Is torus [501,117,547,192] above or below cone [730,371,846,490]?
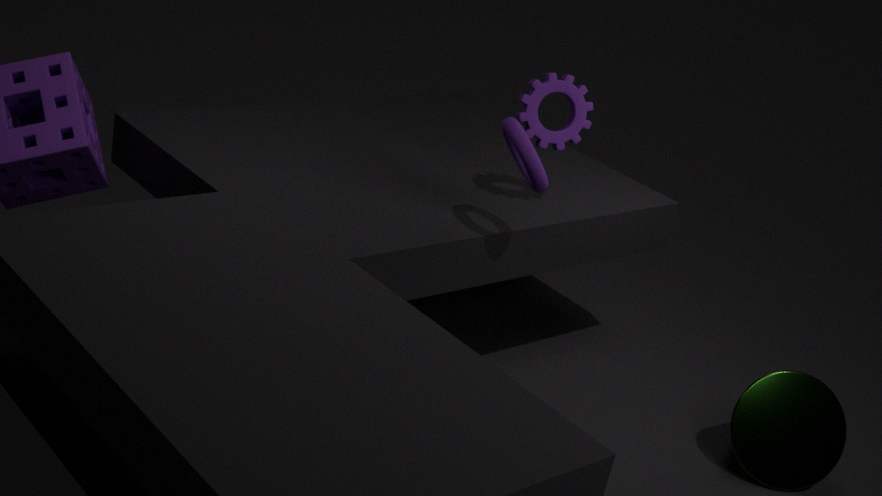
above
